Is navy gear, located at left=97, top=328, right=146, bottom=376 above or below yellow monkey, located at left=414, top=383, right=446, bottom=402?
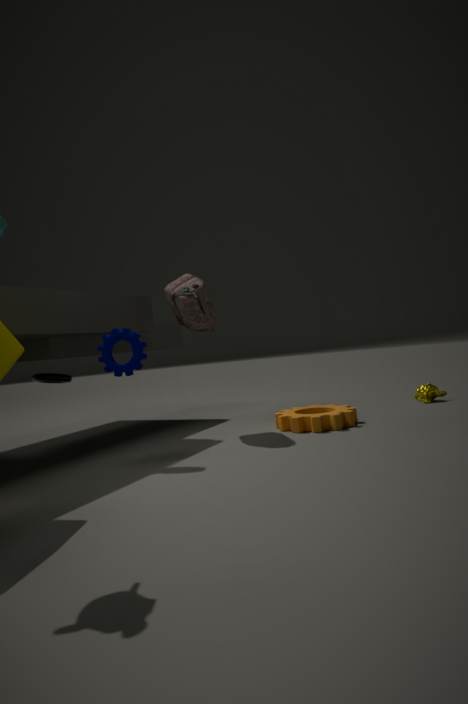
above
